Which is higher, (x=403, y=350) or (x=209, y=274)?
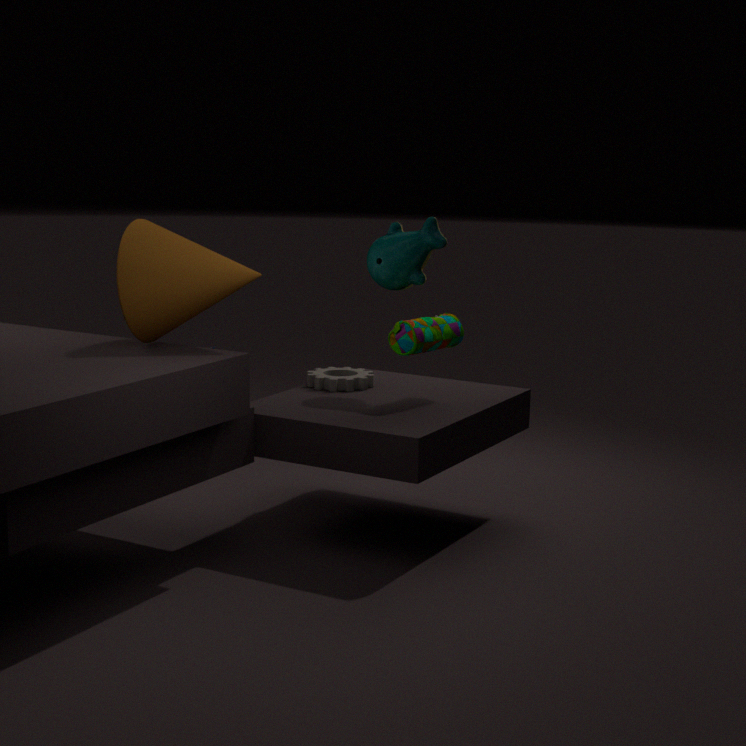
(x=209, y=274)
